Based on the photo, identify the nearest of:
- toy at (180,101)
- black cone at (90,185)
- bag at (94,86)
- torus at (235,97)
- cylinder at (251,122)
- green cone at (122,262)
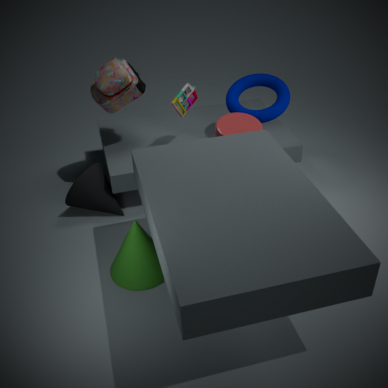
green cone at (122,262)
